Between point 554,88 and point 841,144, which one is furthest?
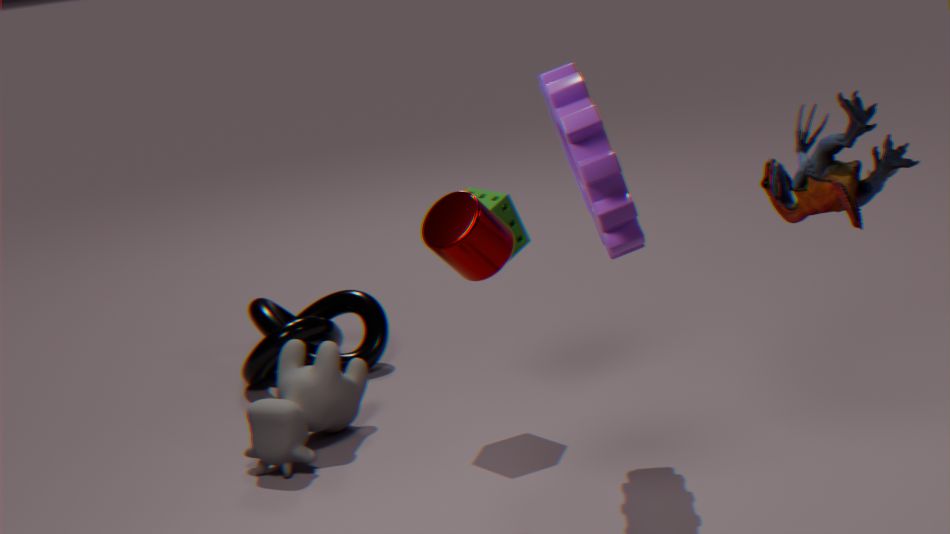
point 554,88
